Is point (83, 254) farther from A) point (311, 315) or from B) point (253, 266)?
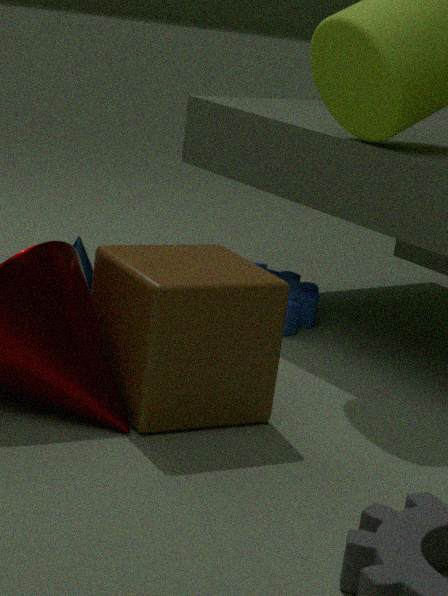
B) point (253, 266)
